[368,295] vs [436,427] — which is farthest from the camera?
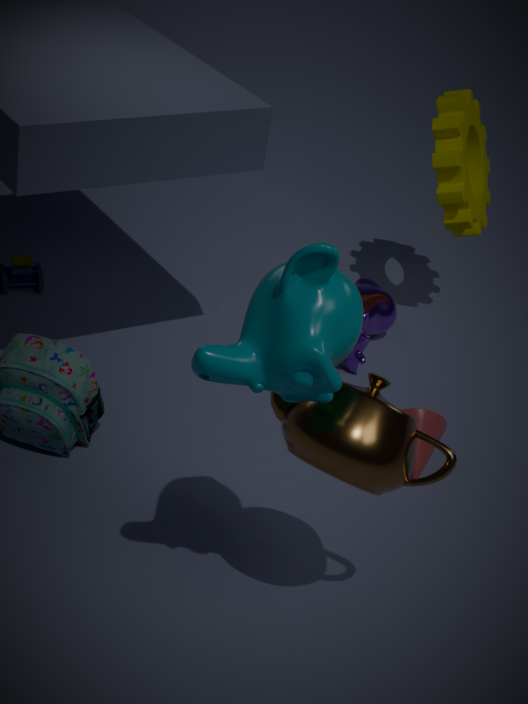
[368,295]
